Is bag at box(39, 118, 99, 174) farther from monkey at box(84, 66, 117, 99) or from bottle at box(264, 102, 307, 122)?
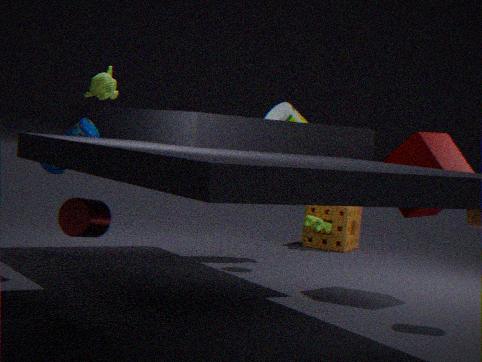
bottle at box(264, 102, 307, 122)
